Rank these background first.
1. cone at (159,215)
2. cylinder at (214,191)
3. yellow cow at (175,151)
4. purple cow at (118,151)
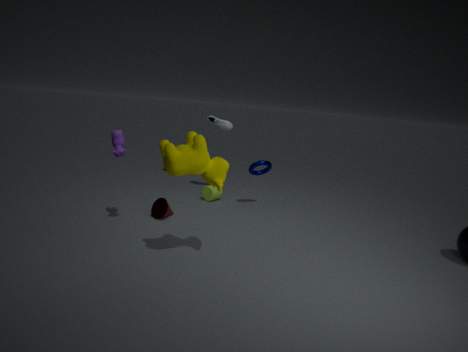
cylinder at (214,191)
cone at (159,215)
purple cow at (118,151)
yellow cow at (175,151)
